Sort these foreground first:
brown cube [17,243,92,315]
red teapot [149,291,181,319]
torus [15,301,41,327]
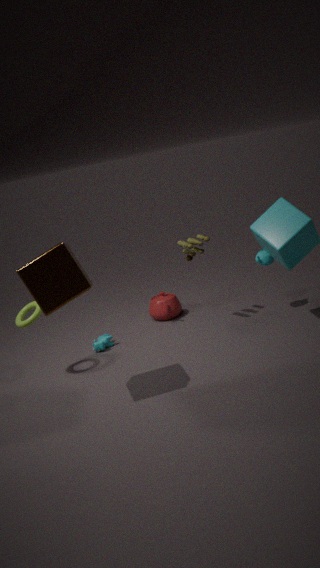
1. brown cube [17,243,92,315]
2. torus [15,301,41,327]
3. red teapot [149,291,181,319]
